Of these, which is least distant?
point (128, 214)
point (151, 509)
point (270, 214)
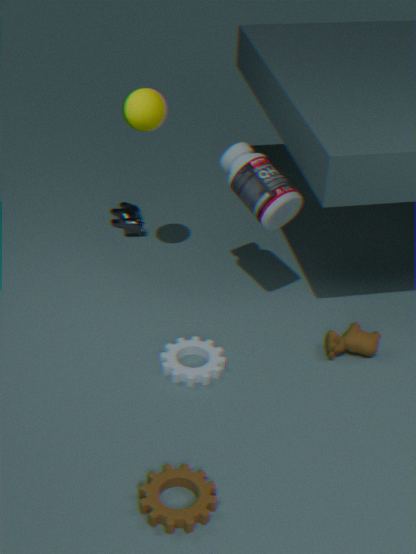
point (151, 509)
